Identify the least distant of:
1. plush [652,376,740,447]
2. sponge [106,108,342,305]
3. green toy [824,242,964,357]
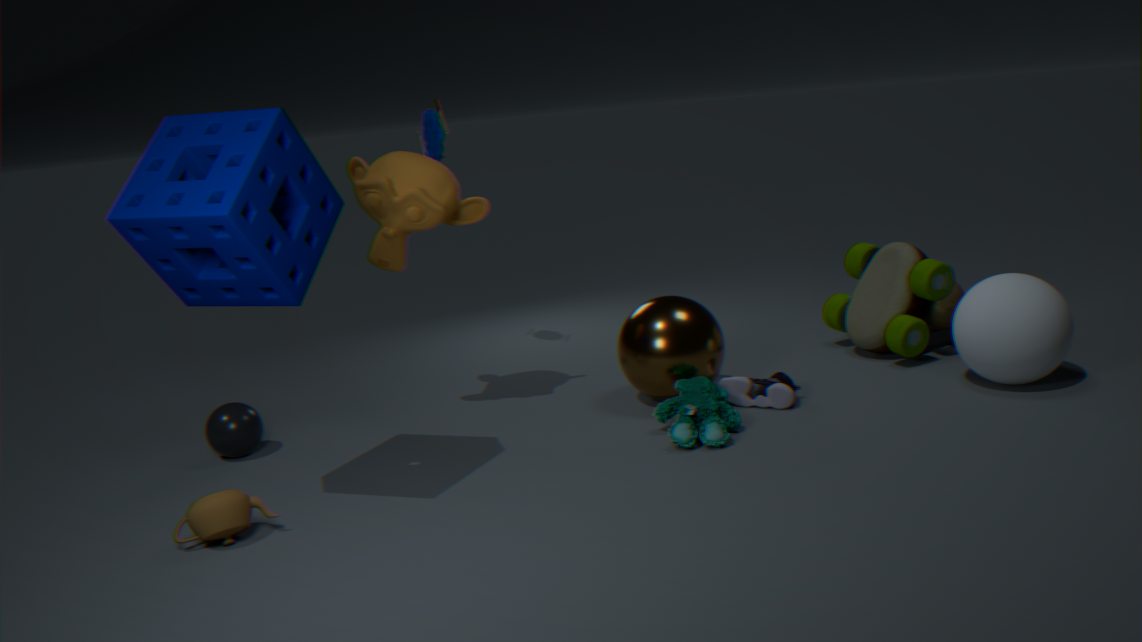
sponge [106,108,342,305]
